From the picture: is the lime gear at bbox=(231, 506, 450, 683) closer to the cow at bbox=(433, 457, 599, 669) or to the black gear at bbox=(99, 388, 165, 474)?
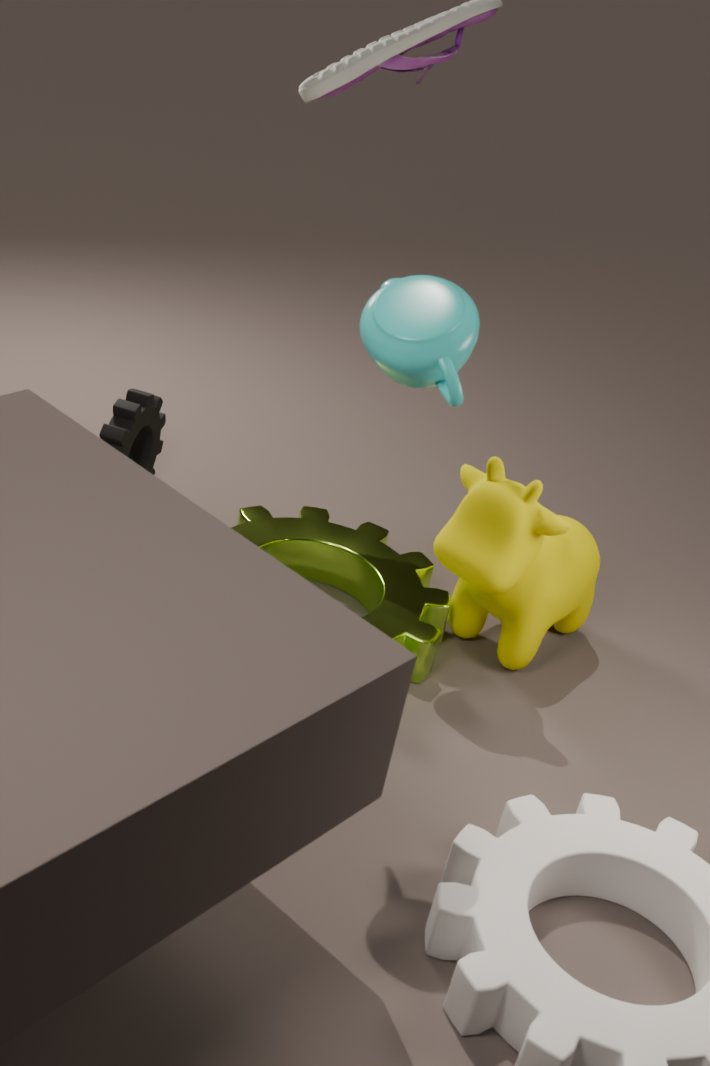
the cow at bbox=(433, 457, 599, 669)
